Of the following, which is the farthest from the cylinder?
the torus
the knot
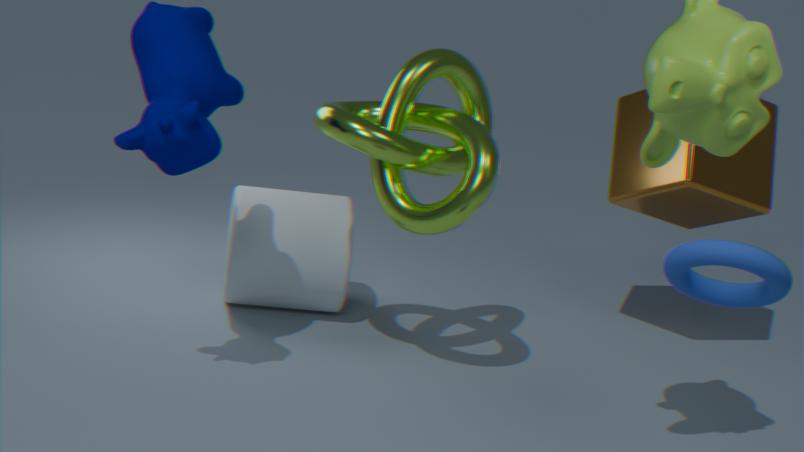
the torus
